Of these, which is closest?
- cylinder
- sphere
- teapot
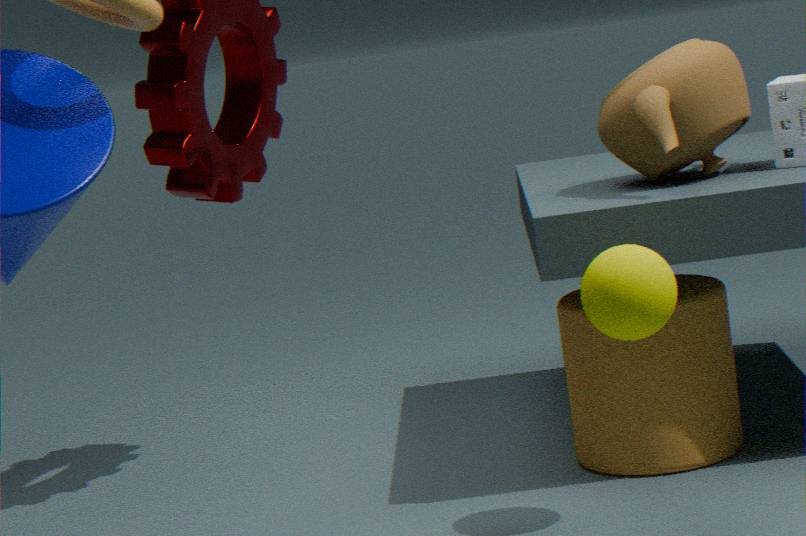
sphere
